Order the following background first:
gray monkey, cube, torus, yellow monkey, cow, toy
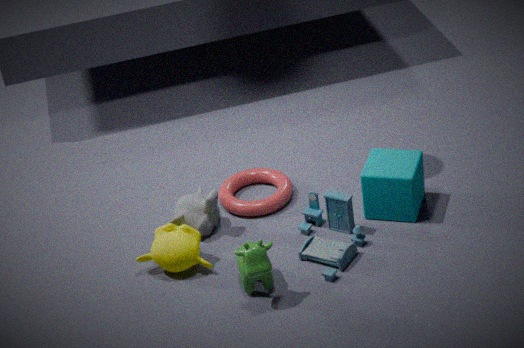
torus, gray monkey, cube, yellow monkey, toy, cow
